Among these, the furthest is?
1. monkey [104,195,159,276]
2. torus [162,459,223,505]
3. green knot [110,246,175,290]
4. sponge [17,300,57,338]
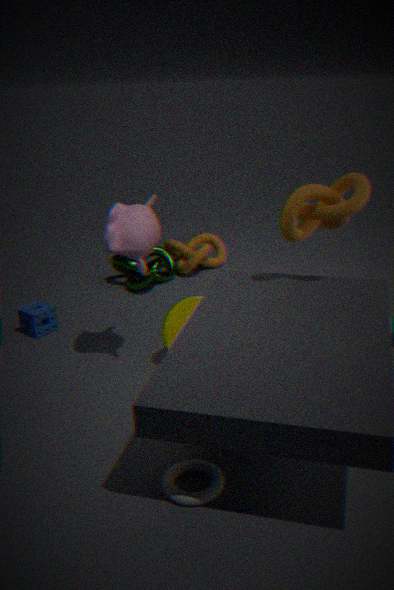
green knot [110,246,175,290]
